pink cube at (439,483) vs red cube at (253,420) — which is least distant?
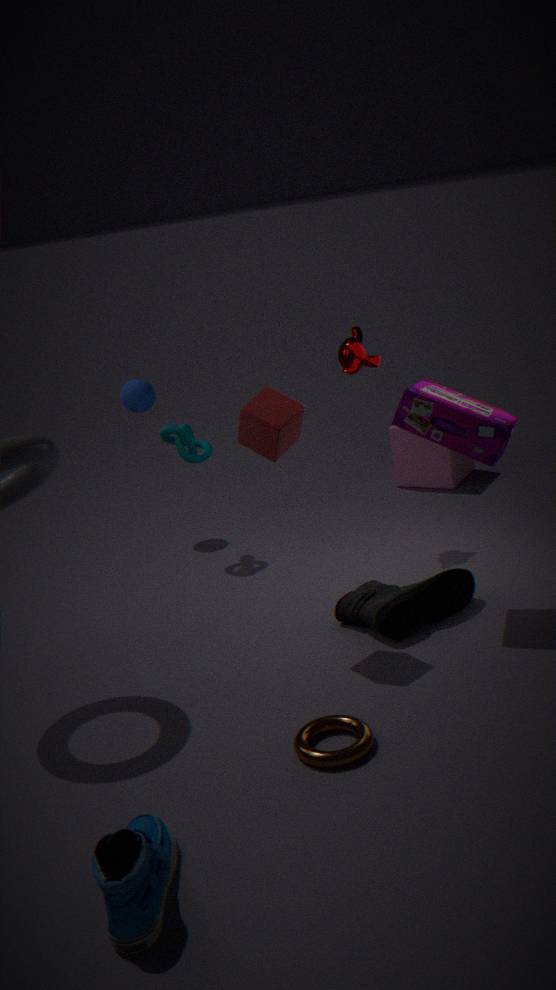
red cube at (253,420)
